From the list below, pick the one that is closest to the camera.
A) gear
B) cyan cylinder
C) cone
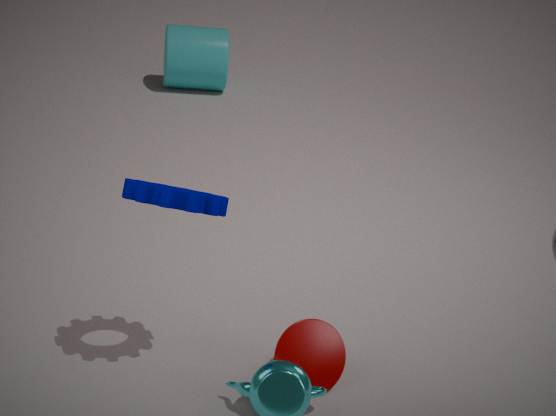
gear
